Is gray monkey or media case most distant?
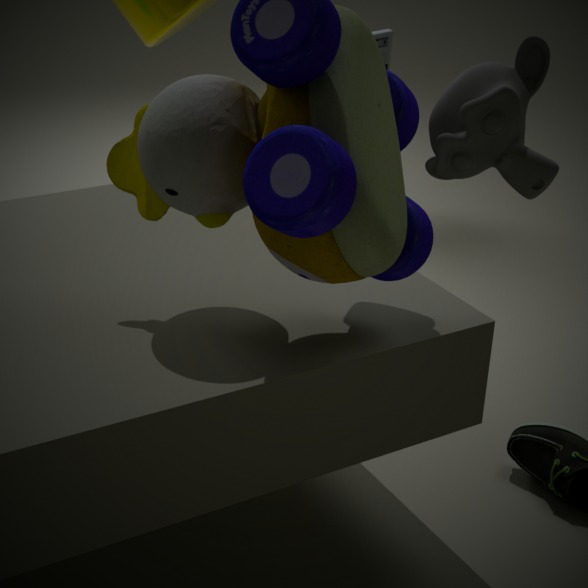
media case
